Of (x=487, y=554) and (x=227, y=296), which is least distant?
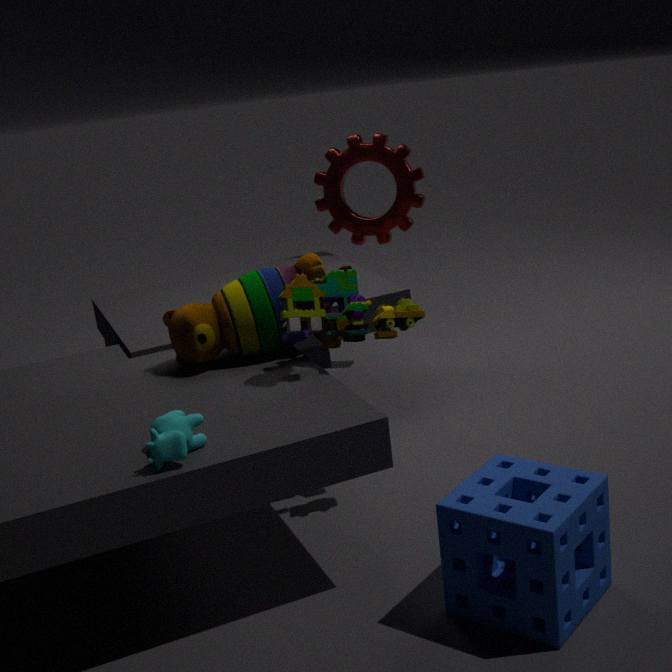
(x=487, y=554)
